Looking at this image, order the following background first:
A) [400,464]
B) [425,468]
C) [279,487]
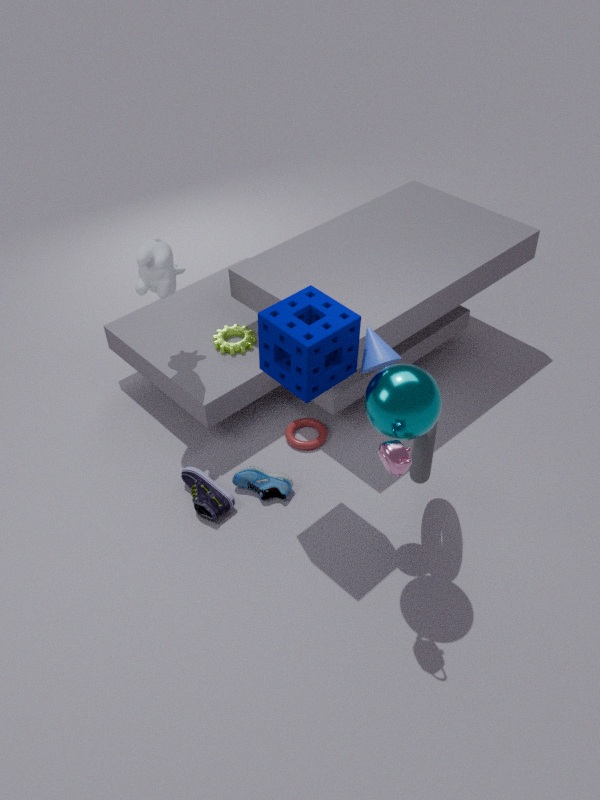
1. [279,487]
2. [425,468]
3. [400,464]
